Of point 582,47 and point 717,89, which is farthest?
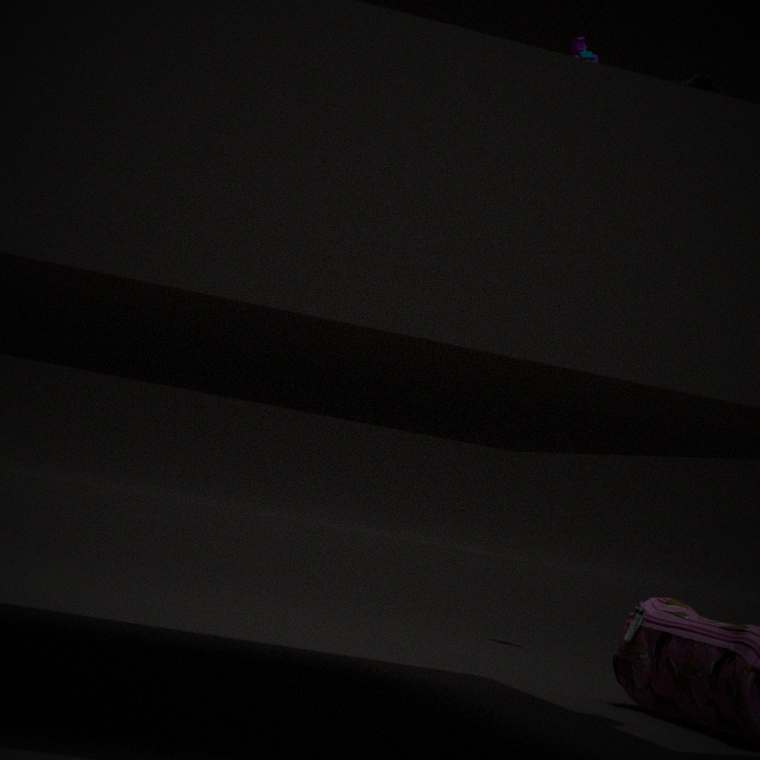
point 582,47
